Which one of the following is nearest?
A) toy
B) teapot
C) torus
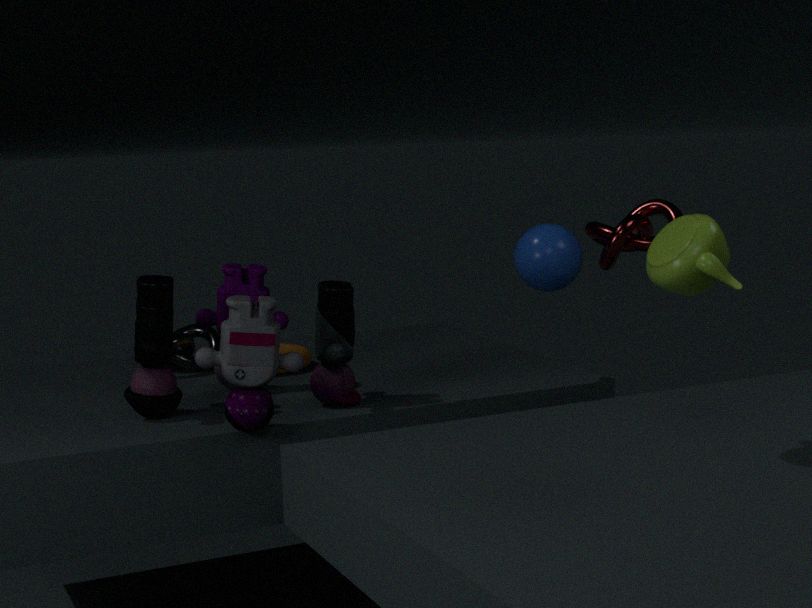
teapot
